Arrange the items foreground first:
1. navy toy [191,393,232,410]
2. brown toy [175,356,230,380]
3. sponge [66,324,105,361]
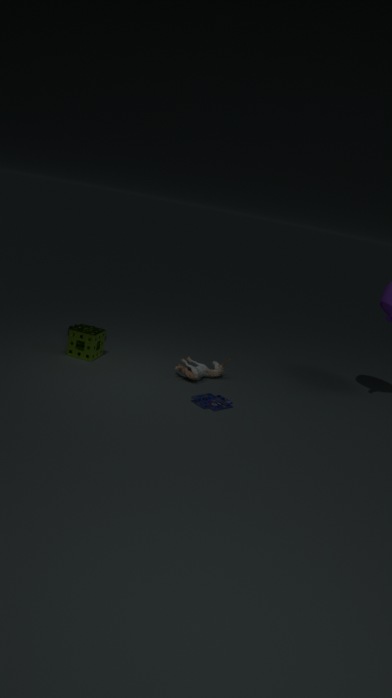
navy toy [191,393,232,410]
brown toy [175,356,230,380]
sponge [66,324,105,361]
